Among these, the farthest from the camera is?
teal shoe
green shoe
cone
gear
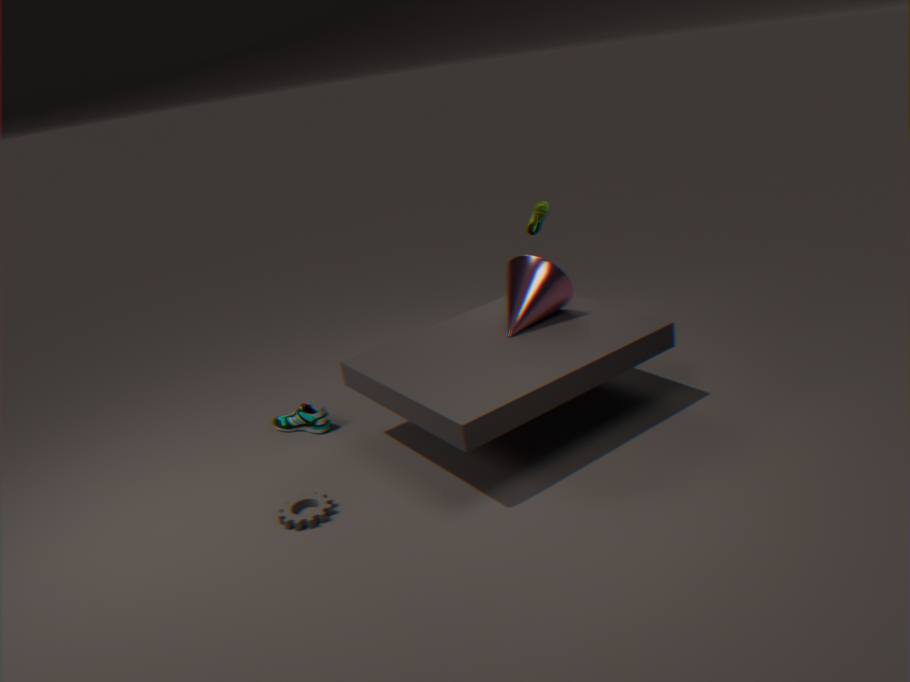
green shoe
